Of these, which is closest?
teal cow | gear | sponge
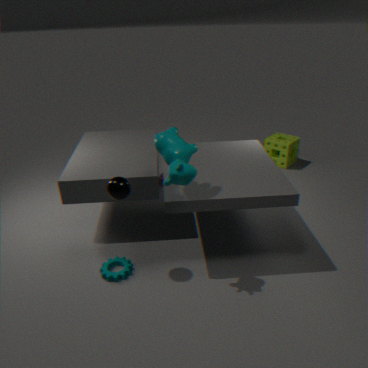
teal cow
